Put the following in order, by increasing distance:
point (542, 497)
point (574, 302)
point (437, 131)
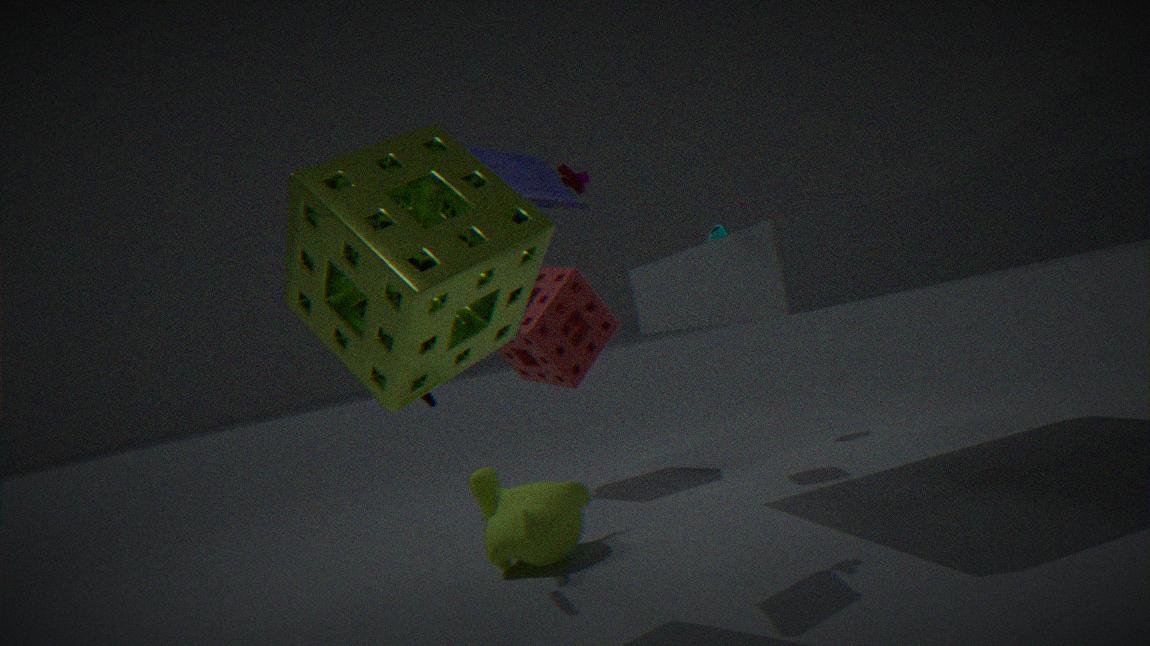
point (437, 131), point (542, 497), point (574, 302)
